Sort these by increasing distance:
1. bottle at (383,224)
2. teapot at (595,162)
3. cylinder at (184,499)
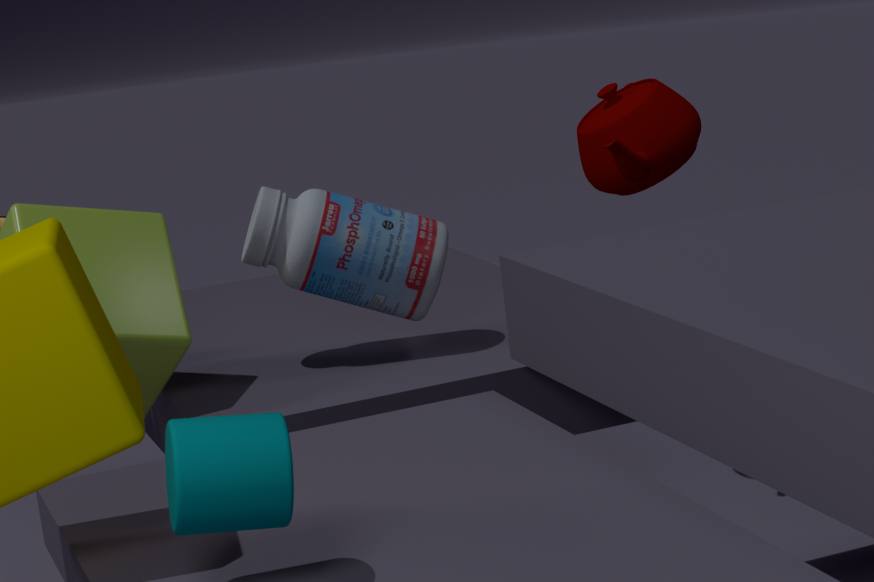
cylinder at (184,499), bottle at (383,224), teapot at (595,162)
